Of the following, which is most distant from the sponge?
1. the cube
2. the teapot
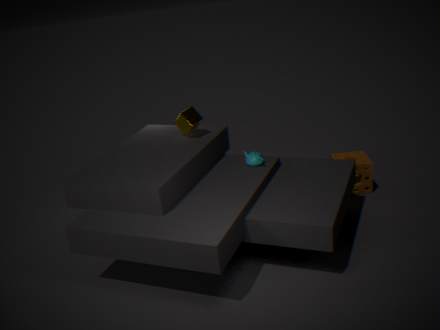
the cube
